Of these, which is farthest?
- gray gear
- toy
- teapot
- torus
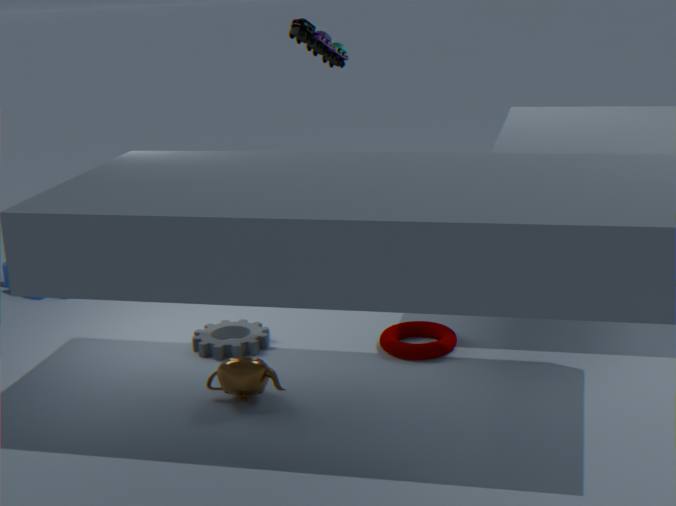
toy
